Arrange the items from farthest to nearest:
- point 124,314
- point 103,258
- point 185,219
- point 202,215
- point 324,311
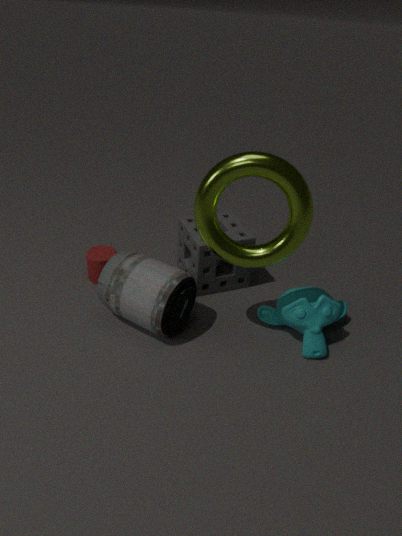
point 185,219 < point 103,258 < point 124,314 < point 324,311 < point 202,215
